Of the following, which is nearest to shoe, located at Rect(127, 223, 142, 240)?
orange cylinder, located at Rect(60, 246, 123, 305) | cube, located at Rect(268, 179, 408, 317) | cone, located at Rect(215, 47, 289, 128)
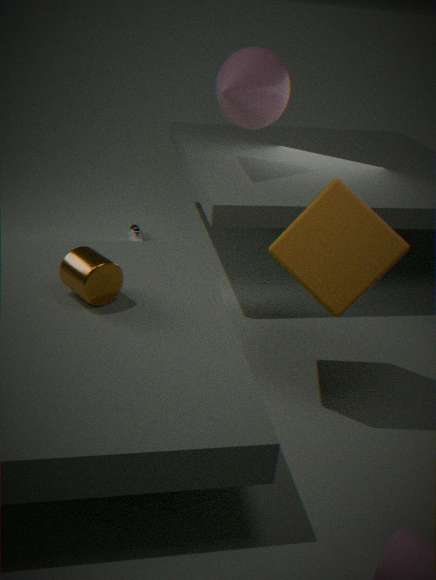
cone, located at Rect(215, 47, 289, 128)
